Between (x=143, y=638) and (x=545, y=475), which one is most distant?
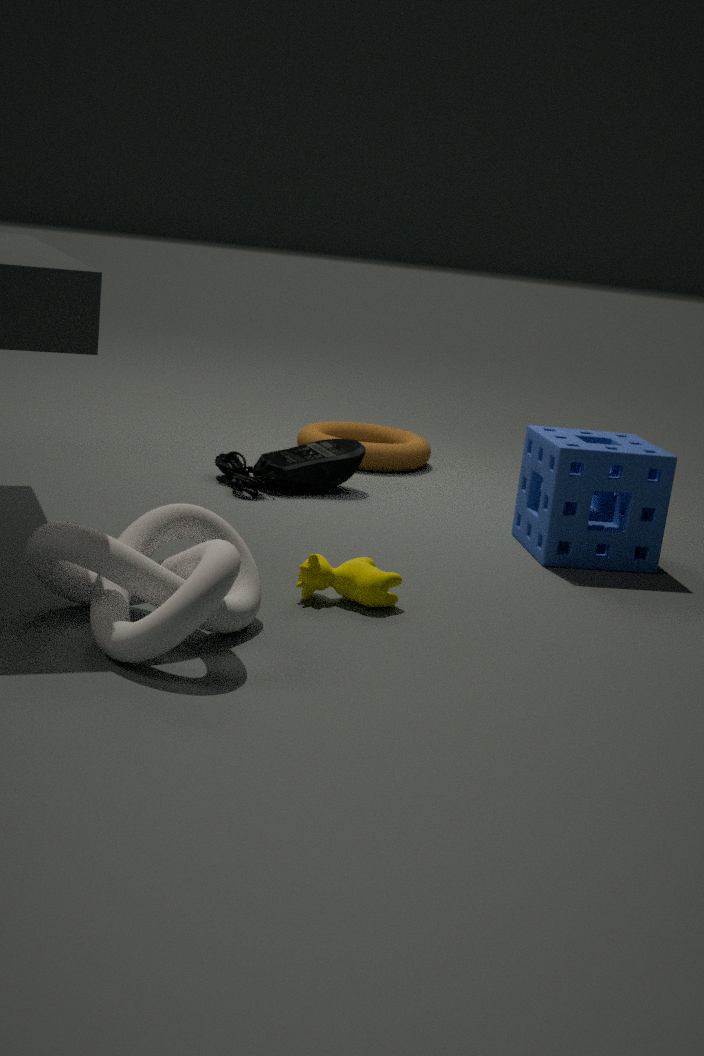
(x=545, y=475)
